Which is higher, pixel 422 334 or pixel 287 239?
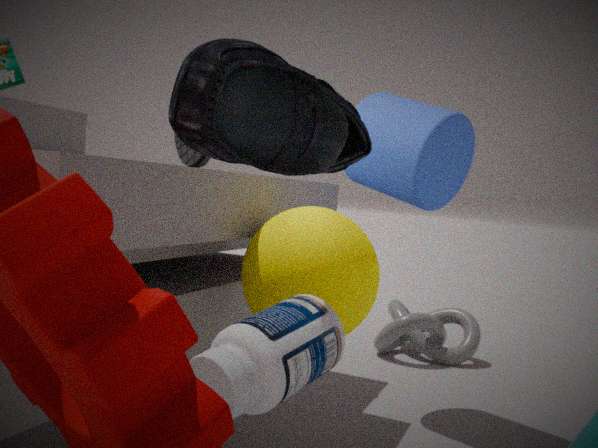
pixel 287 239
